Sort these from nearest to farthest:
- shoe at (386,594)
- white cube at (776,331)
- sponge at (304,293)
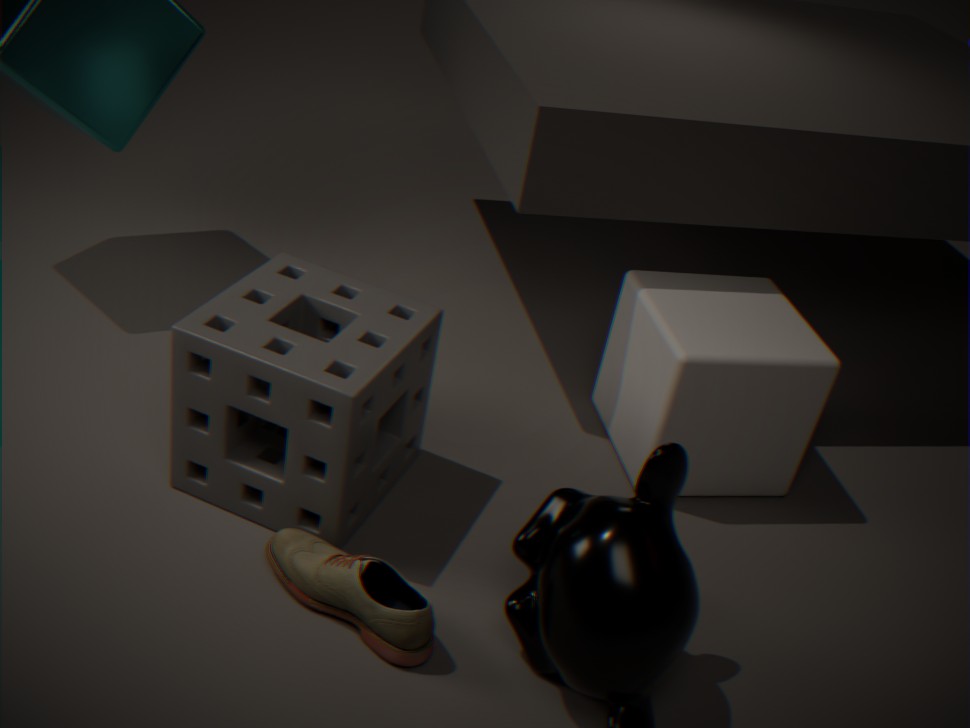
shoe at (386,594) < sponge at (304,293) < white cube at (776,331)
